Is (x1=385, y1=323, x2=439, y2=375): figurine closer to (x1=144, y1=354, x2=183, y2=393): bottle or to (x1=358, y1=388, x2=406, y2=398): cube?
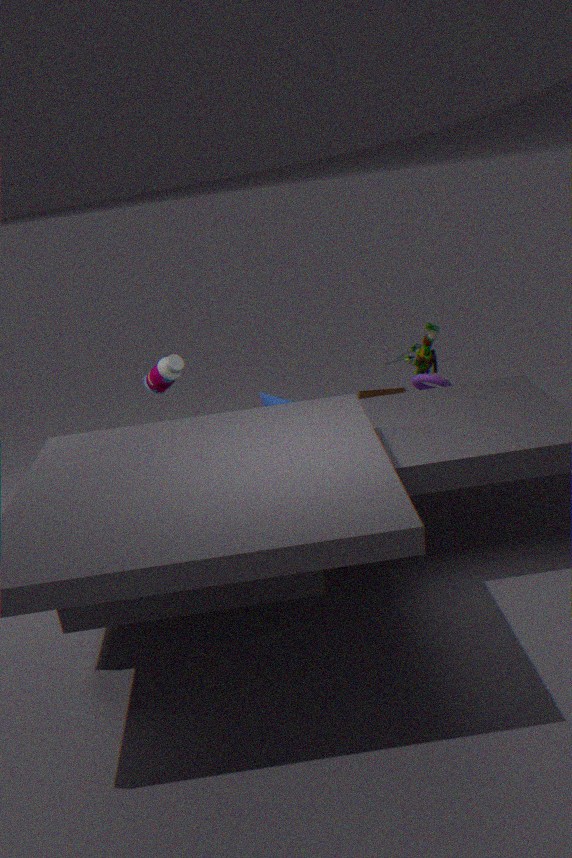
(x1=358, y1=388, x2=406, y2=398): cube
